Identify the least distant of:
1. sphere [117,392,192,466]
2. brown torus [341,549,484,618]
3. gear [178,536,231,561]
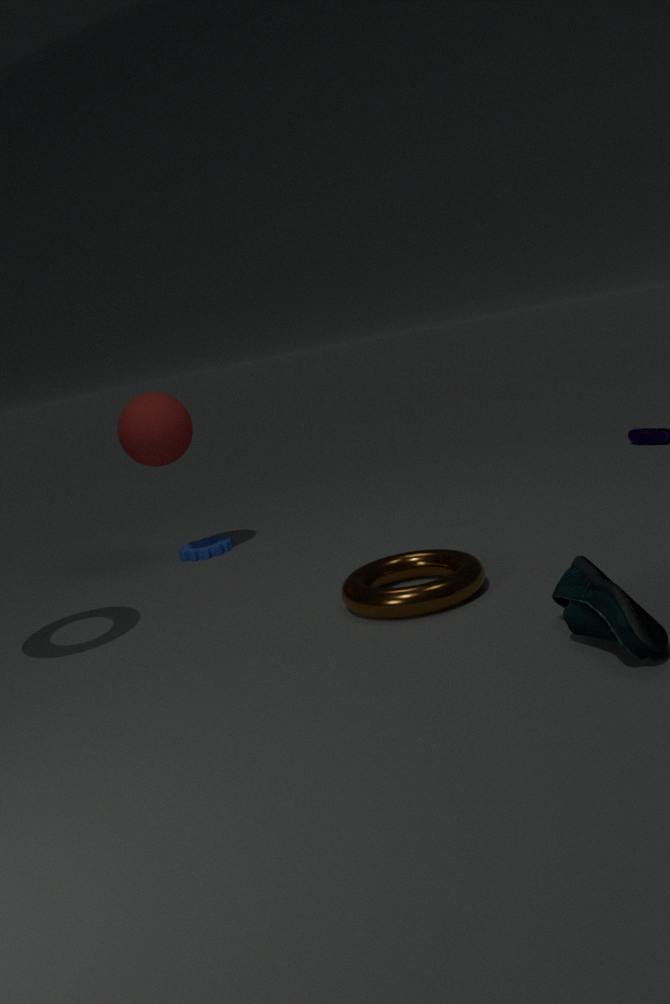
brown torus [341,549,484,618]
